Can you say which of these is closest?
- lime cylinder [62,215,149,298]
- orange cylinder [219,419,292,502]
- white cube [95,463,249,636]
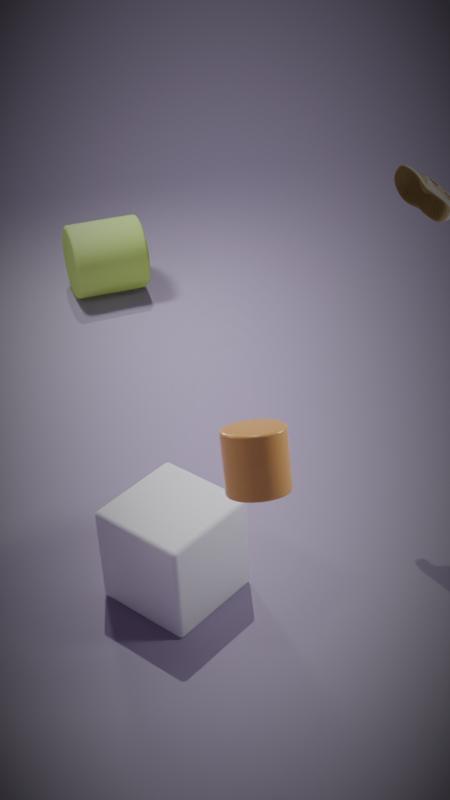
orange cylinder [219,419,292,502]
